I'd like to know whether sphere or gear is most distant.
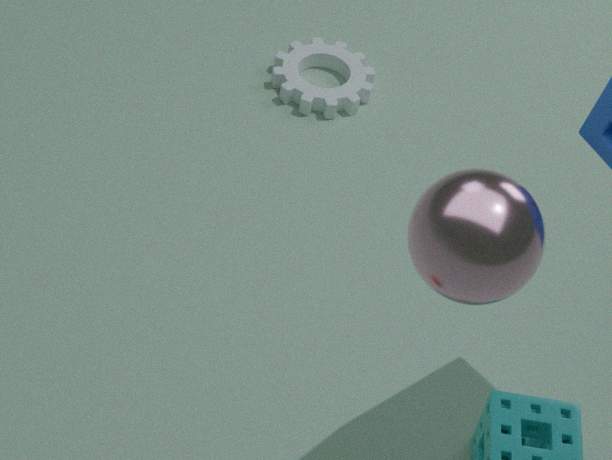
gear
